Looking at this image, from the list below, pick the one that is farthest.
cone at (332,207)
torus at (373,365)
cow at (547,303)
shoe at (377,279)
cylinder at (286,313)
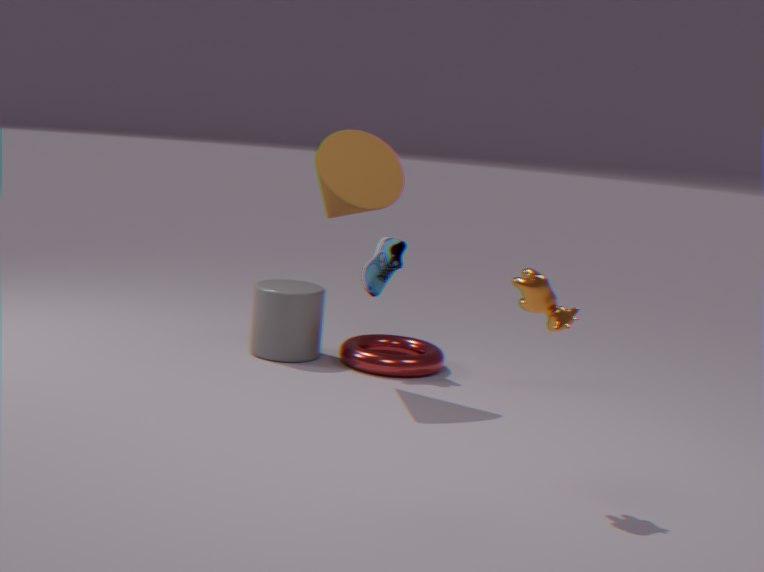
cylinder at (286,313)
